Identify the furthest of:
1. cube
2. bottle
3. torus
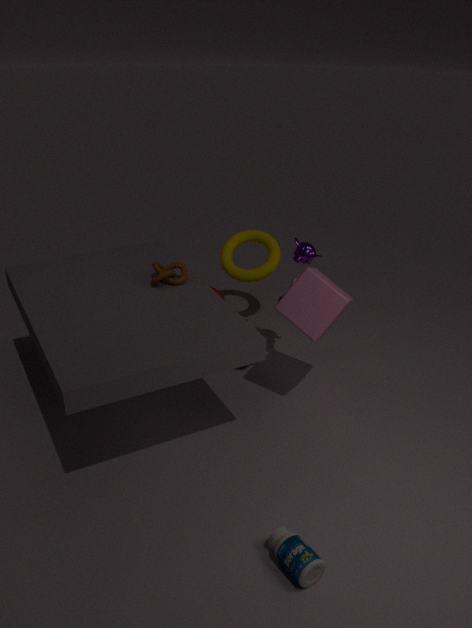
torus
